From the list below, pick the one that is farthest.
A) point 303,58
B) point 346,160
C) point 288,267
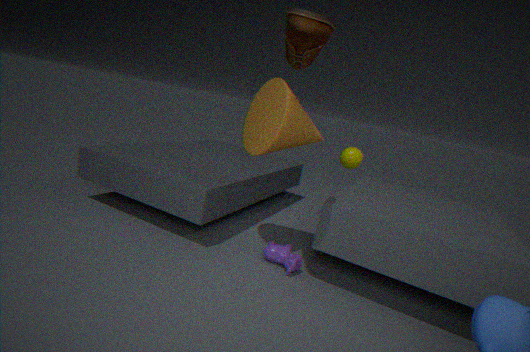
point 346,160
